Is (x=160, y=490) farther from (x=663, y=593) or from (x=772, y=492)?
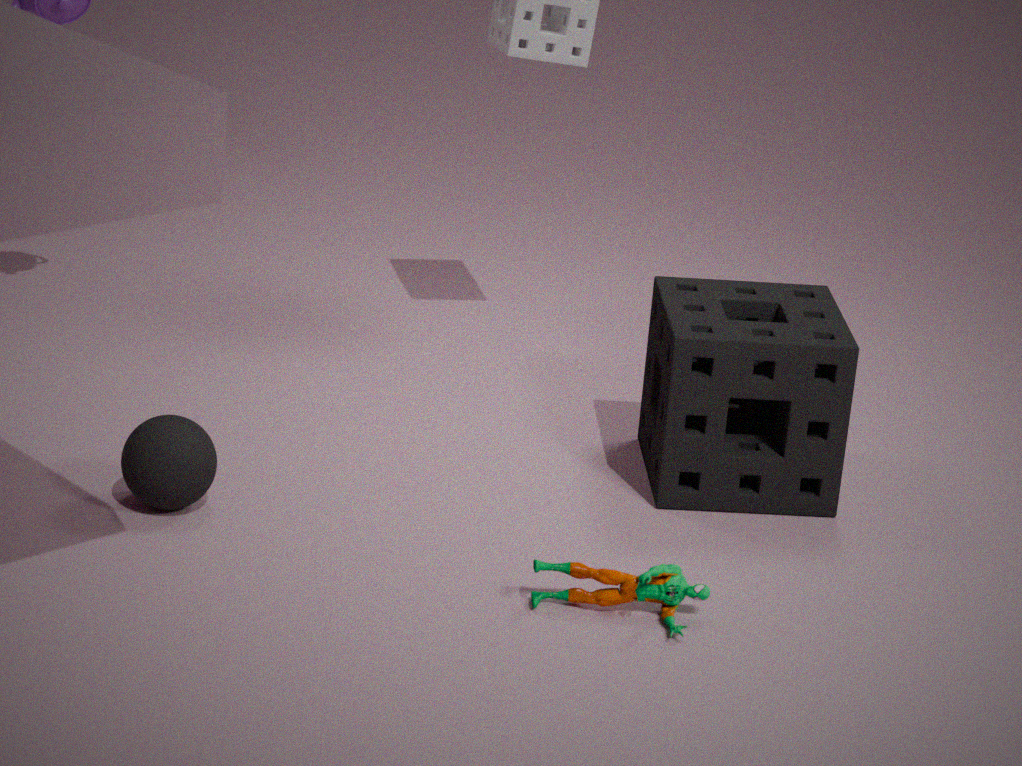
(x=772, y=492)
